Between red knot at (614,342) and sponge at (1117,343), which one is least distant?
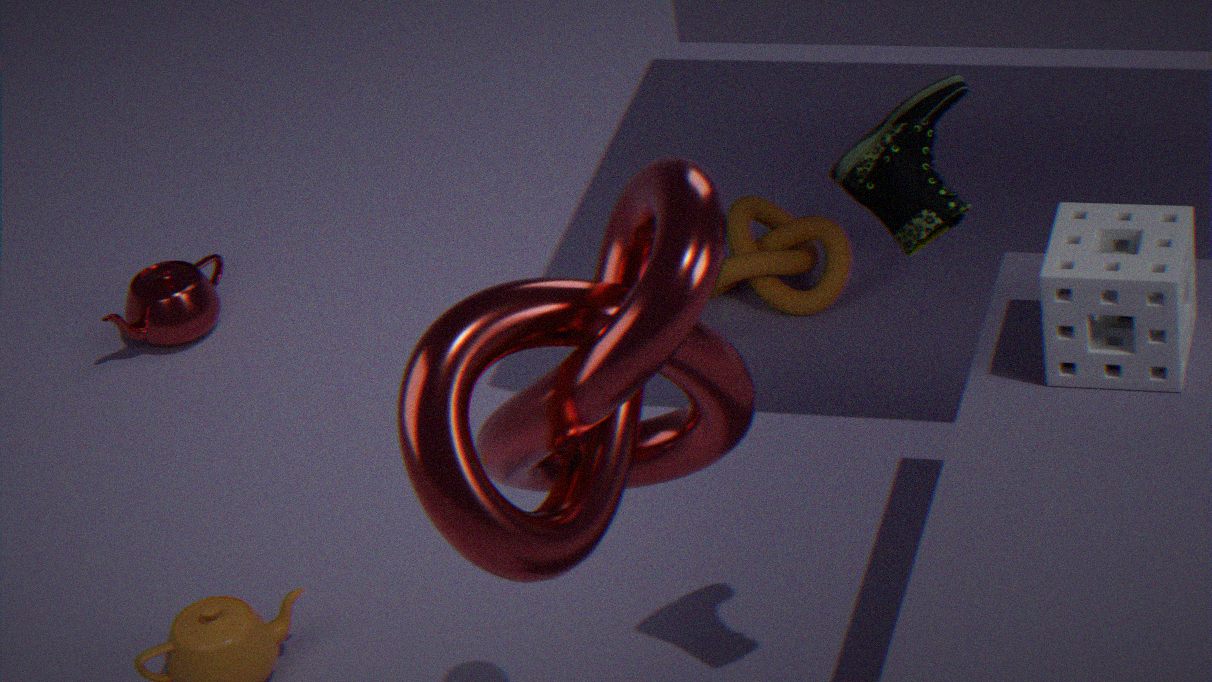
red knot at (614,342)
